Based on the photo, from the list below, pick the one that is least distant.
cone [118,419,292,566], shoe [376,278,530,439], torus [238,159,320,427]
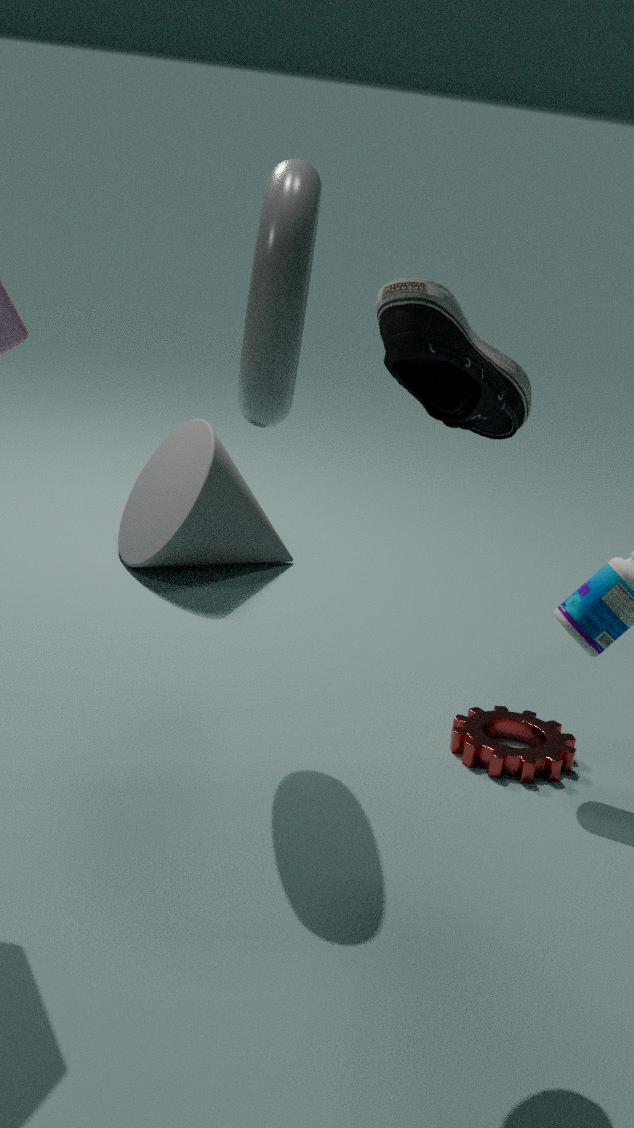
shoe [376,278,530,439]
